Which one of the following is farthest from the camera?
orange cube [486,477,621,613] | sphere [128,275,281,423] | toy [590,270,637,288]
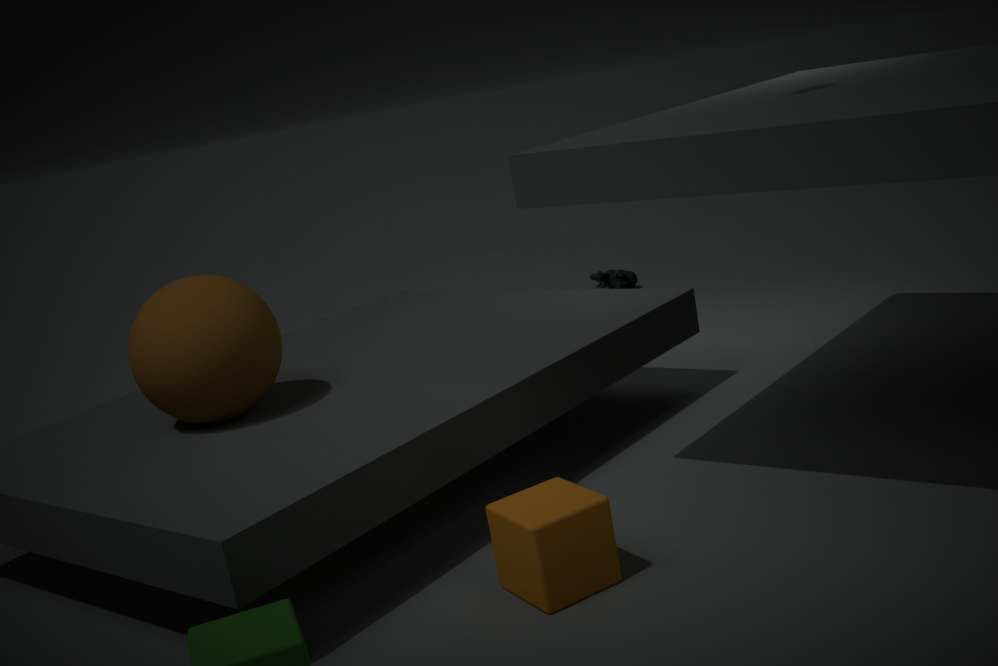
toy [590,270,637,288]
